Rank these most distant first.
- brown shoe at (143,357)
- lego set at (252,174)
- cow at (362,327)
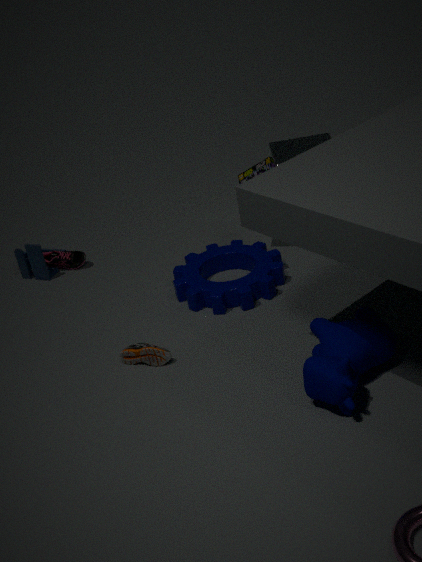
lego set at (252,174) → brown shoe at (143,357) → cow at (362,327)
